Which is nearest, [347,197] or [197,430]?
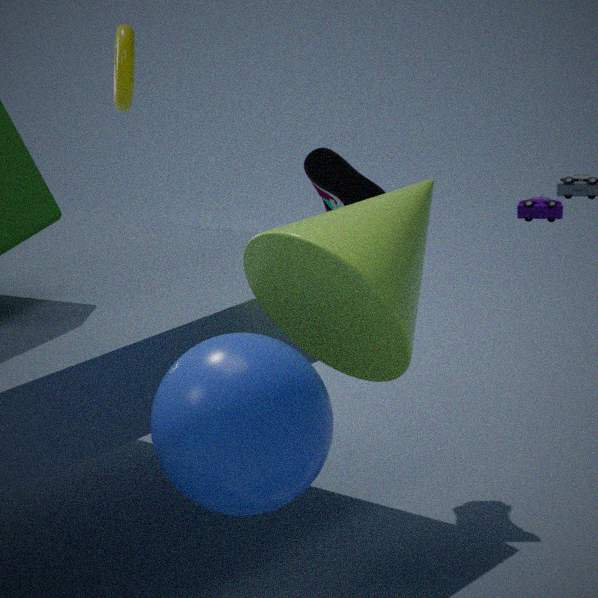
[197,430]
